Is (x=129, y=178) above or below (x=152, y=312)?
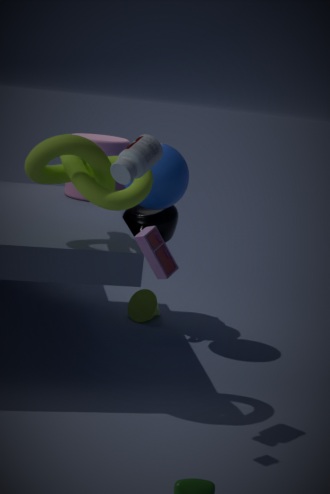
above
